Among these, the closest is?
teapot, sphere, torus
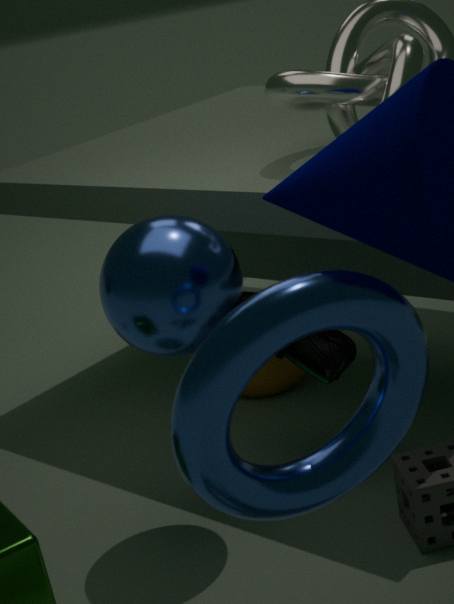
torus
